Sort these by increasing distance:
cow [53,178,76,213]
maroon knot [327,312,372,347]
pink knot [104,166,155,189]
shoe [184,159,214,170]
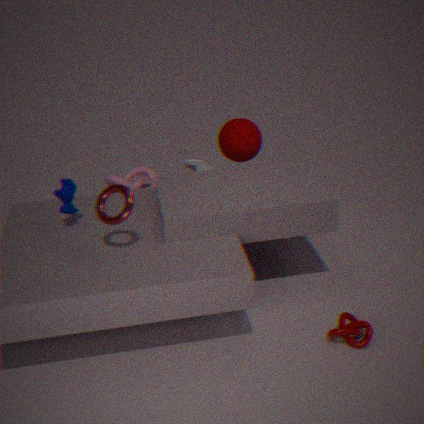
1. maroon knot [327,312,372,347]
2. cow [53,178,76,213]
3. shoe [184,159,214,170]
4. pink knot [104,166,155,189]
